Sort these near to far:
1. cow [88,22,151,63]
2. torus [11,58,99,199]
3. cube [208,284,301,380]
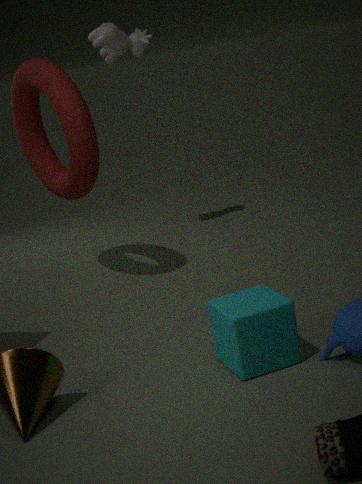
cube [208,284,301,380] < torus [11,58,99,199] < cow [88,22,151,63]
